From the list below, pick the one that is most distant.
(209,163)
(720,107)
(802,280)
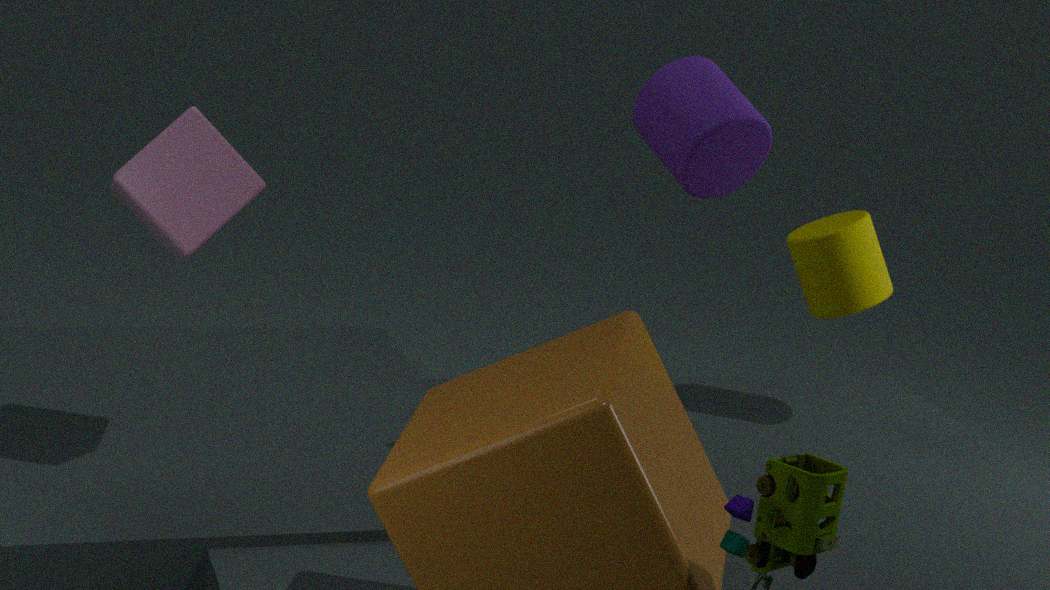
(802,280)
